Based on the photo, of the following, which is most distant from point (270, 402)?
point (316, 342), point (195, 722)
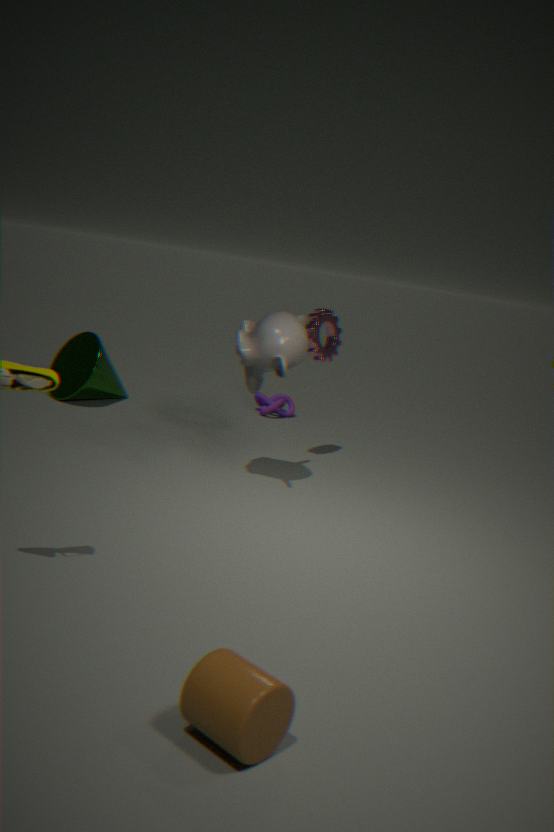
point (195, 722)
